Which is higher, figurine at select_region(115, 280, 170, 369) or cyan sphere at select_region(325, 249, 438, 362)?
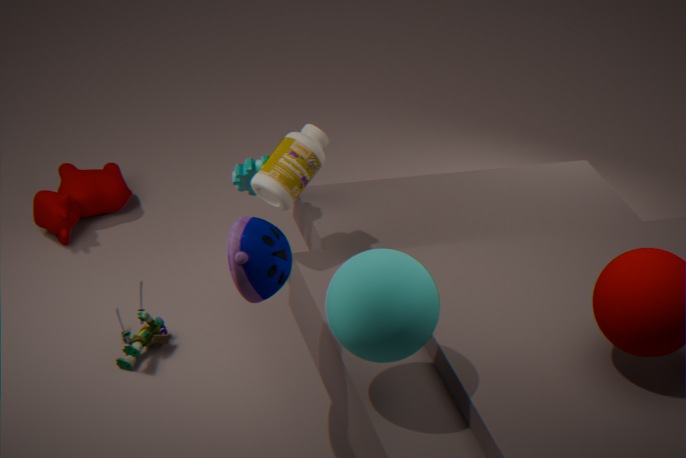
cyan sphere at select_region(325, 249, 438, 362)
